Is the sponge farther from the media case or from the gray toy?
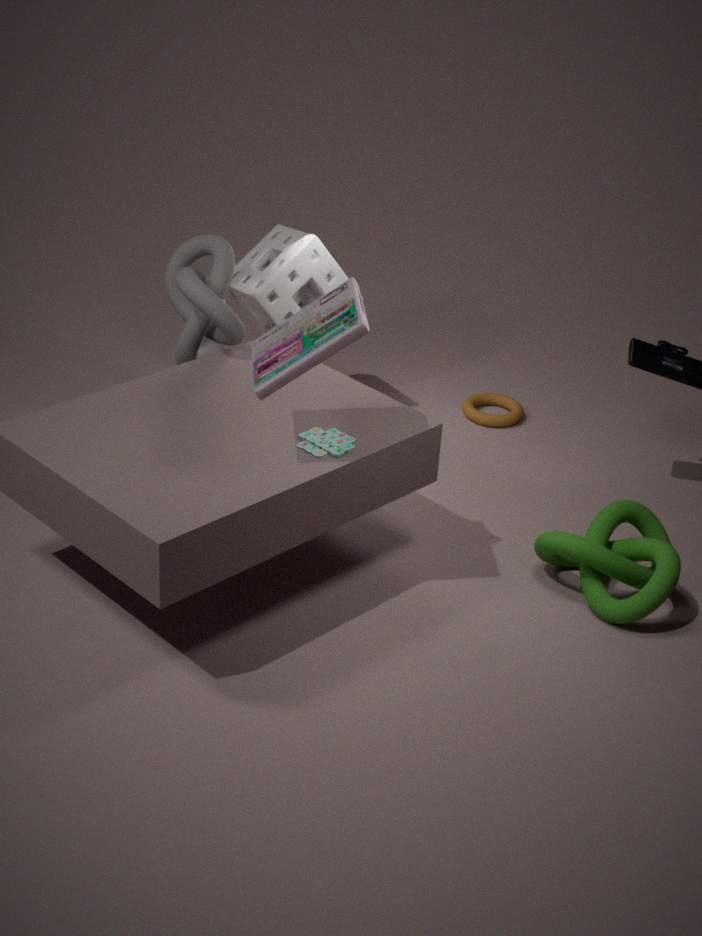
the gray toy
